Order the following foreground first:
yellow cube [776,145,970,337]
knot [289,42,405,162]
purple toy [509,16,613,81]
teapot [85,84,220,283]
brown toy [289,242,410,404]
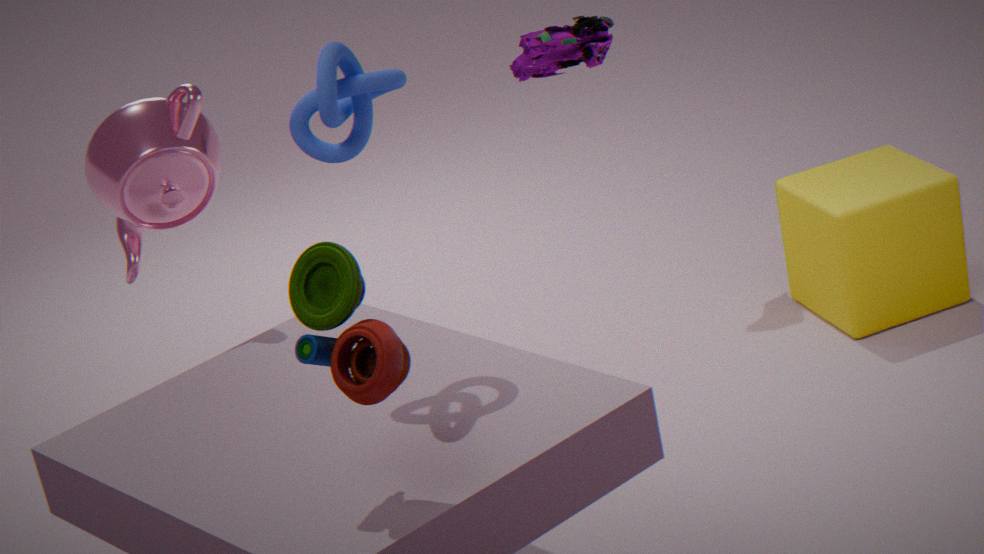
brown toy [289,242,410,404], knot [289,42,405,162], purple toy [509,16,613,81], teapot [85,84,220,283], yellow cube [776,145,970,337]
